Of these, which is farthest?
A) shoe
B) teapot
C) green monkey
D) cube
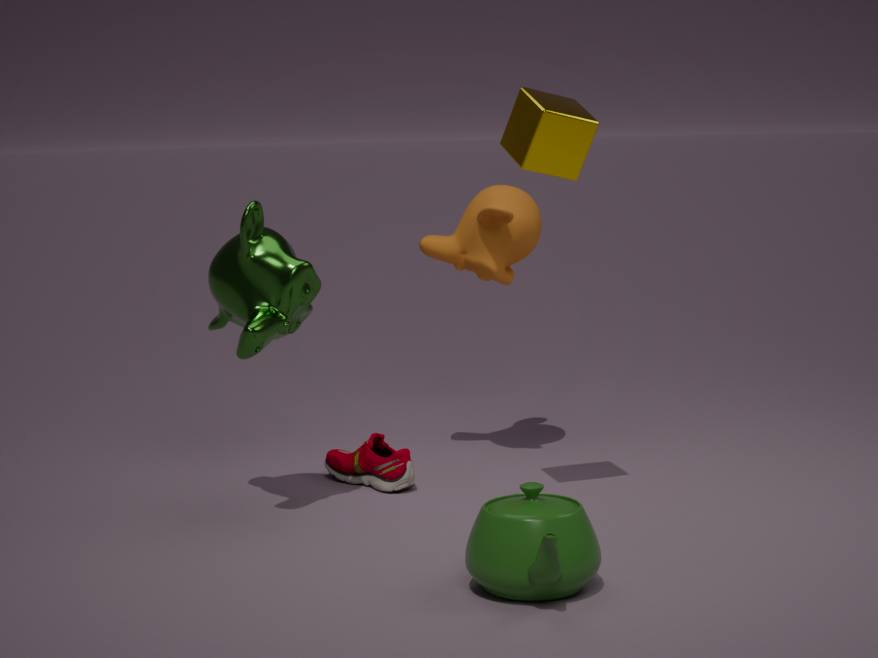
shoe
